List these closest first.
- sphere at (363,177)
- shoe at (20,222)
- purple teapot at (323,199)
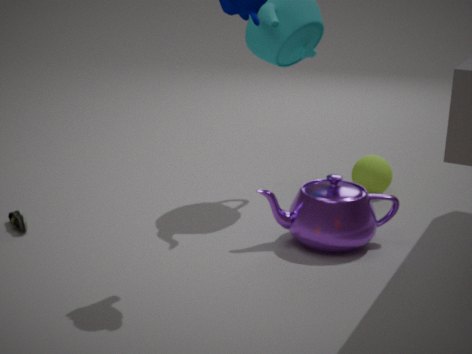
purple teapot at (323,199) → shoe at (20,222) → sphere at (363,177)
